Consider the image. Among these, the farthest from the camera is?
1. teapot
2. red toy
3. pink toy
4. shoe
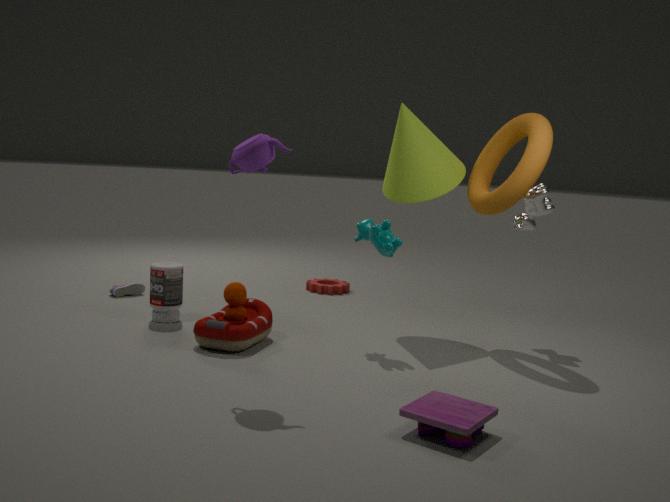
shoe
